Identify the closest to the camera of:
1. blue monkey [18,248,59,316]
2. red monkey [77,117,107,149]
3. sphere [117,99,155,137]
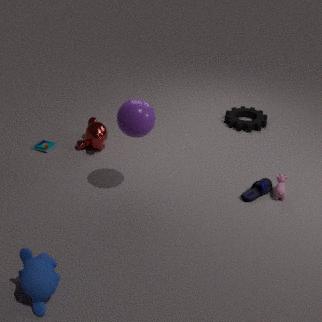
blue monkey [18,248,59,316]
